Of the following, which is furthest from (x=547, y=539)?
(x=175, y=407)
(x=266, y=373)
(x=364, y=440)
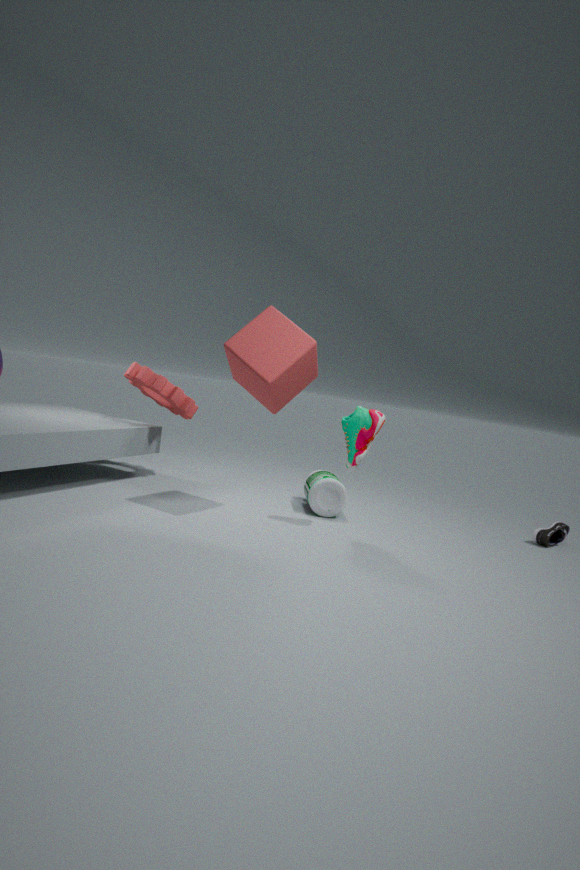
(x=175, y=407)
